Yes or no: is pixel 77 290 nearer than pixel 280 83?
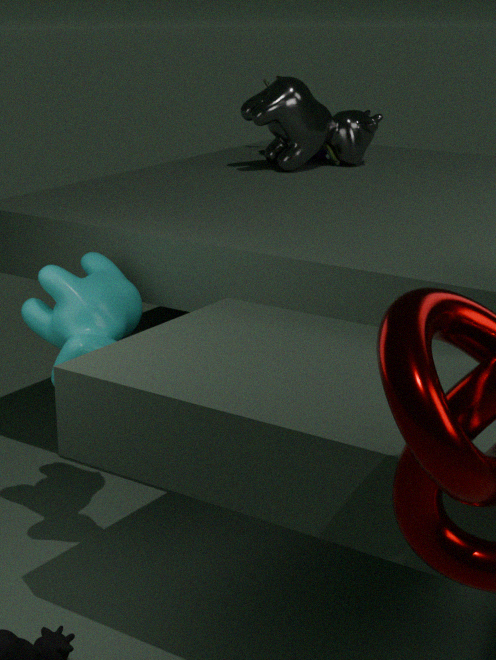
Yes
